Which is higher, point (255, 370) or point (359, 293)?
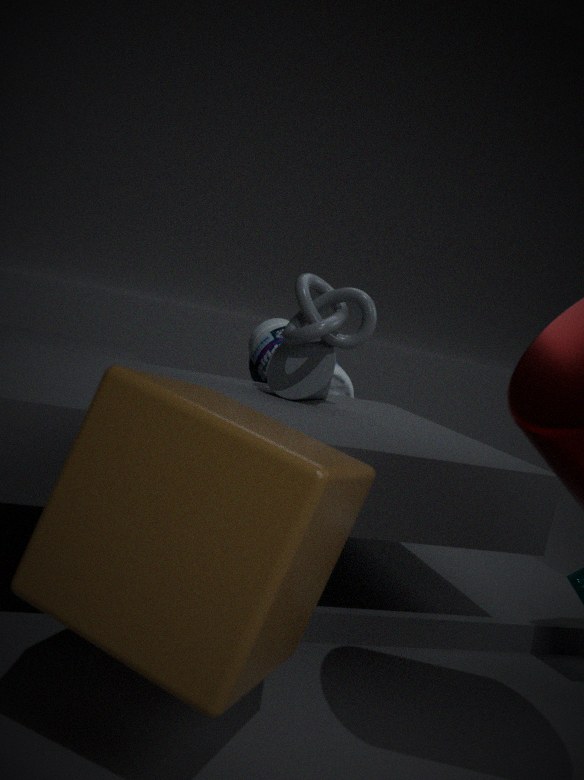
point (359, 293)
